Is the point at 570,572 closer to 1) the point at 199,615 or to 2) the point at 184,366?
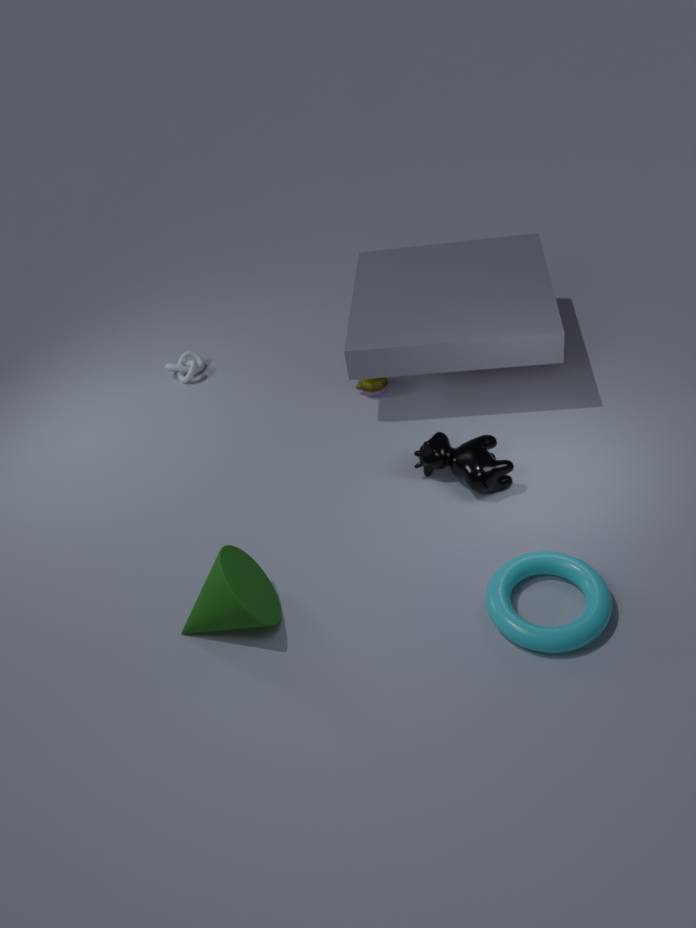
1) the point at 199,615
